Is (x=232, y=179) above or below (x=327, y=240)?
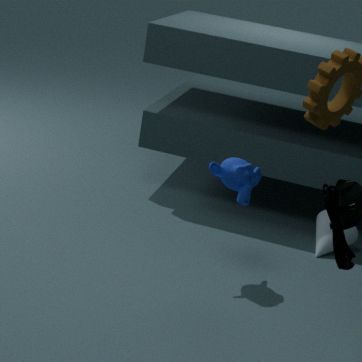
above
